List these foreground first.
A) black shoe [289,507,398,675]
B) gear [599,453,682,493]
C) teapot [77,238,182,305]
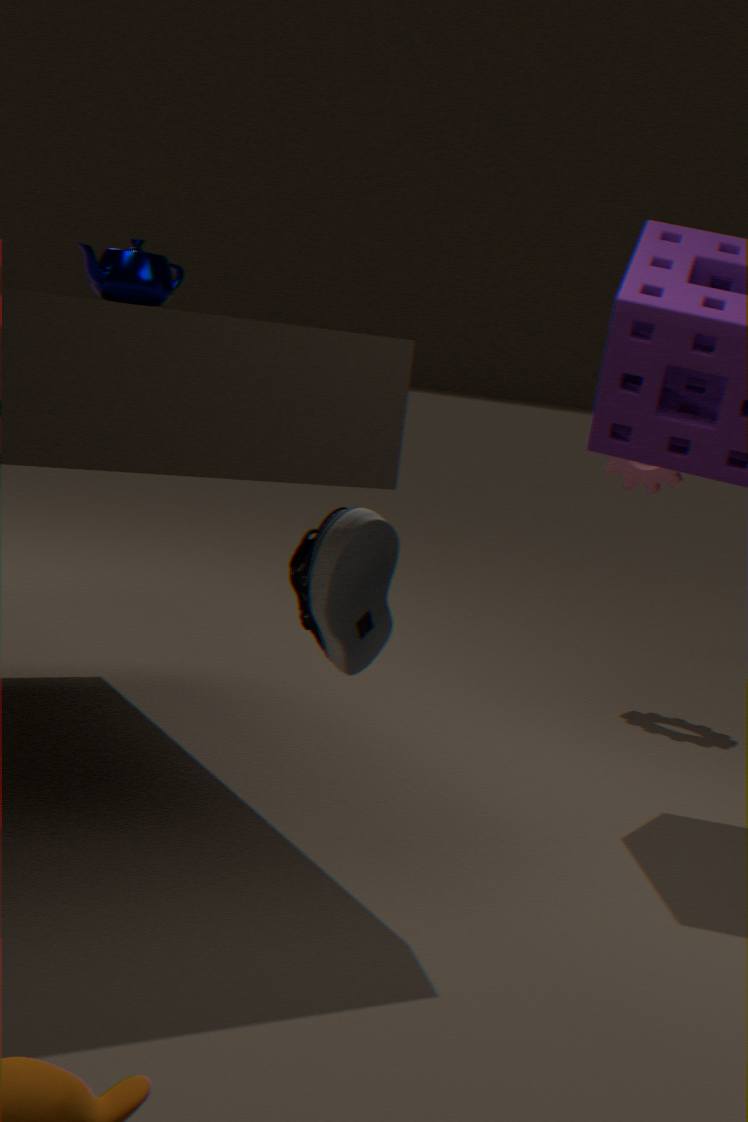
black shoe [289,507,398,675]
teapot [77,238,182,305]
gear [599,453,682,493]
